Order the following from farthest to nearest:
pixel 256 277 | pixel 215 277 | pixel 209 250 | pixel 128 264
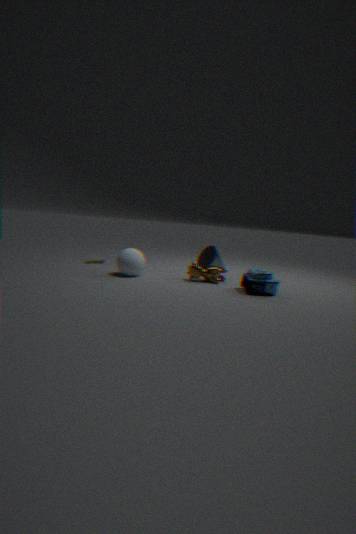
pixel 209 250
pixel 215 277
pixel 128 264
pixel 256 277
